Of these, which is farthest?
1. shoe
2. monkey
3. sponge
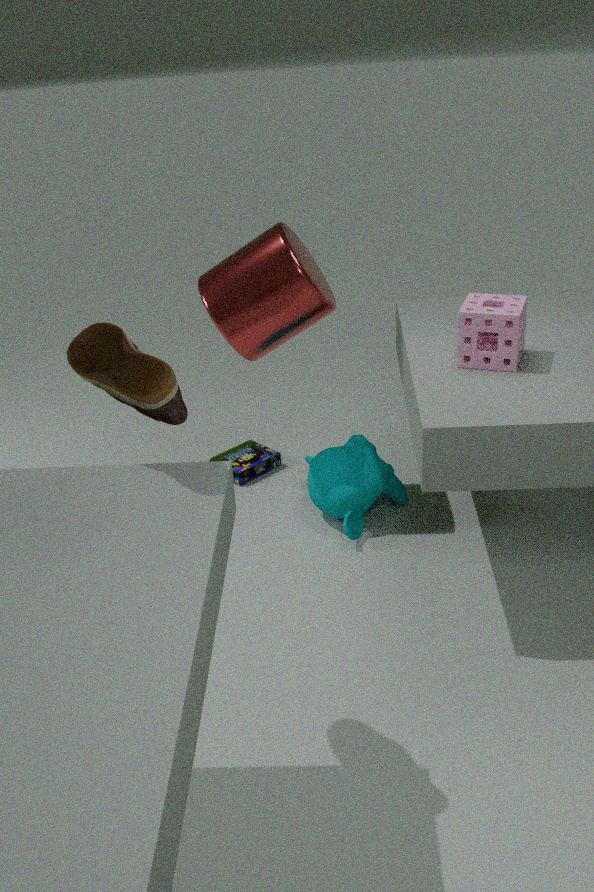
monkey
